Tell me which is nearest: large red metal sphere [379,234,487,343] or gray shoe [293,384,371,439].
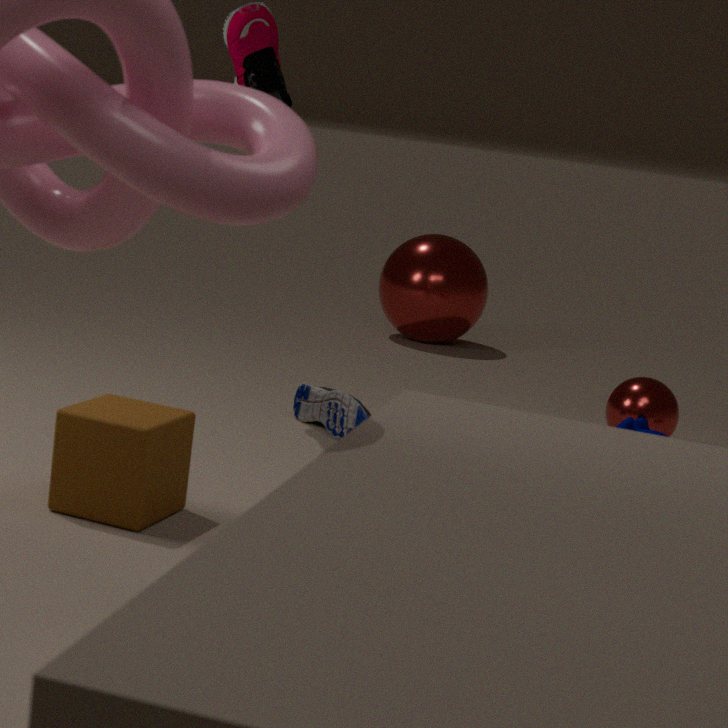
gray shoe [293,384,371,439]
